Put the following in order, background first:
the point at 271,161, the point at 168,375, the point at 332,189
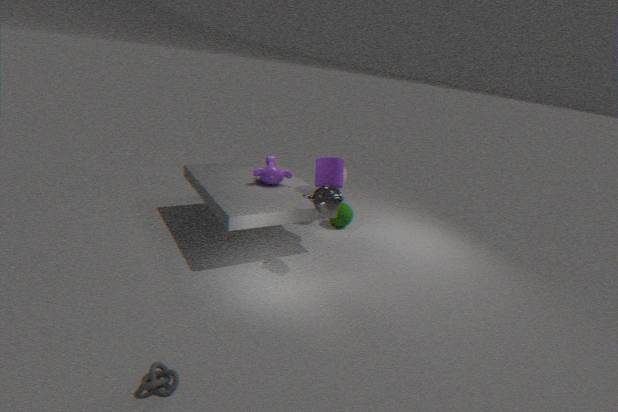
the point at 271,161, the point at 332,189, the point at 168,375
